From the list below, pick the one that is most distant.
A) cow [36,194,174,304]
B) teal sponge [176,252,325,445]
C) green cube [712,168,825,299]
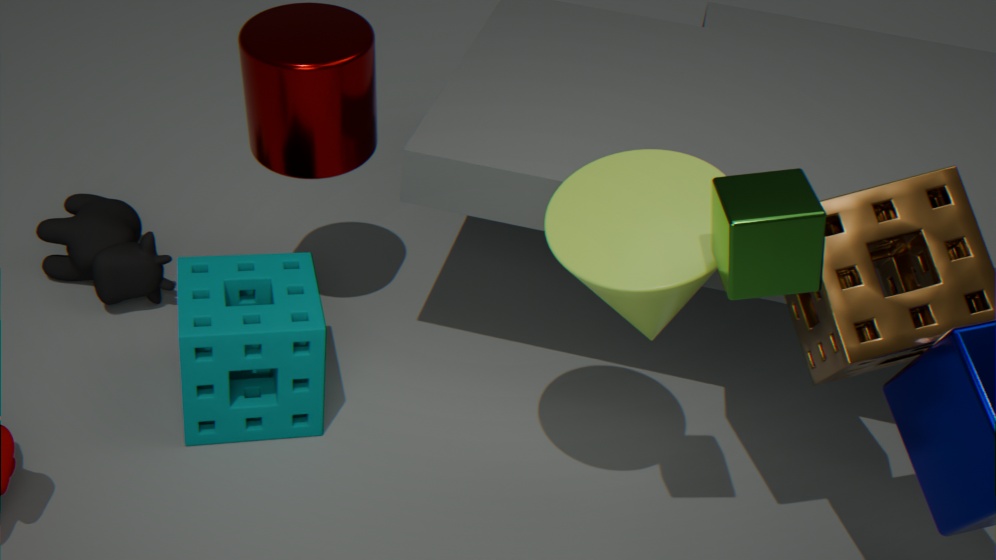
cow [36,194,174,304]
